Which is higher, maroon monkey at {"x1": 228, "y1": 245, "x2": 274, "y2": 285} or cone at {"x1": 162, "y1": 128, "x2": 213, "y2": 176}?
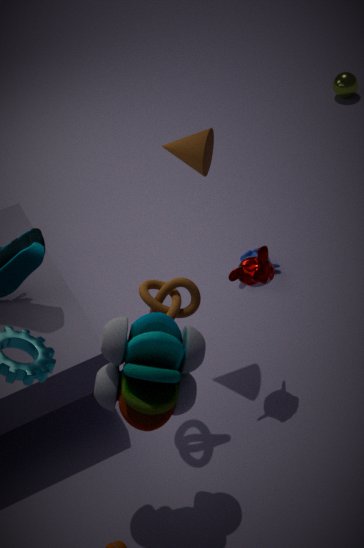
cone at {"x1": 162, "y1": 128, "x2": 213, "y2": 176}
